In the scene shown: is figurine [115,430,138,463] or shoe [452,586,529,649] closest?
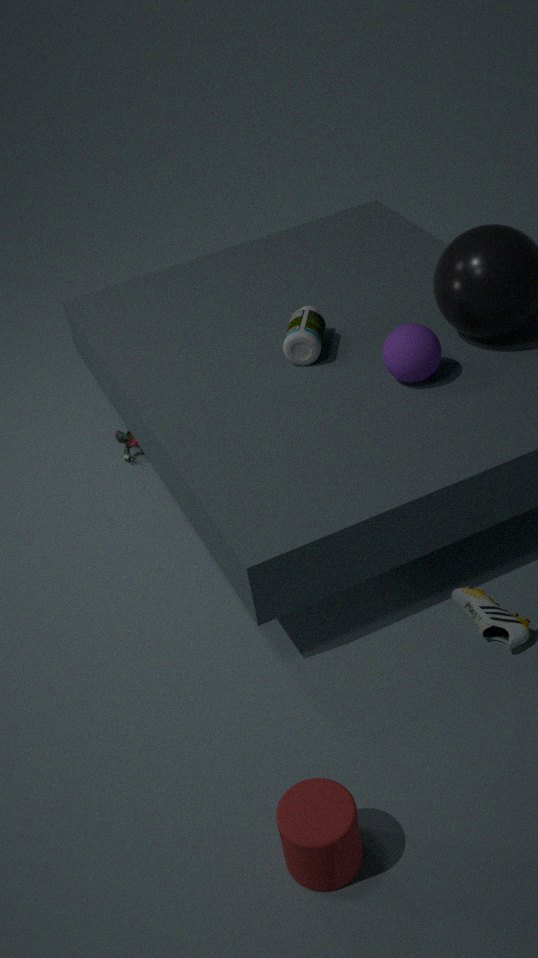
shoe [452,586,529,649]
